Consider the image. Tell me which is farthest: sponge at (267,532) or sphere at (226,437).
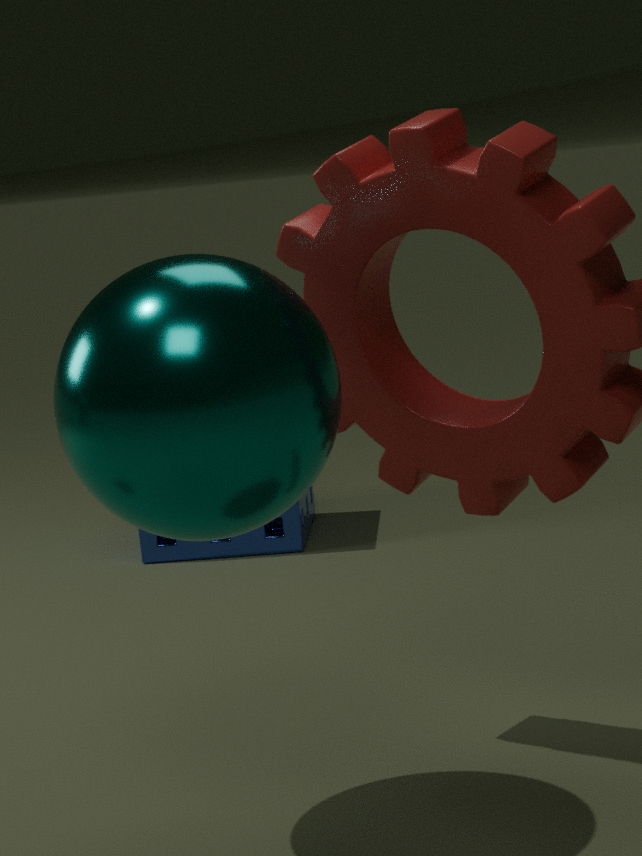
sponge at (267,532)
